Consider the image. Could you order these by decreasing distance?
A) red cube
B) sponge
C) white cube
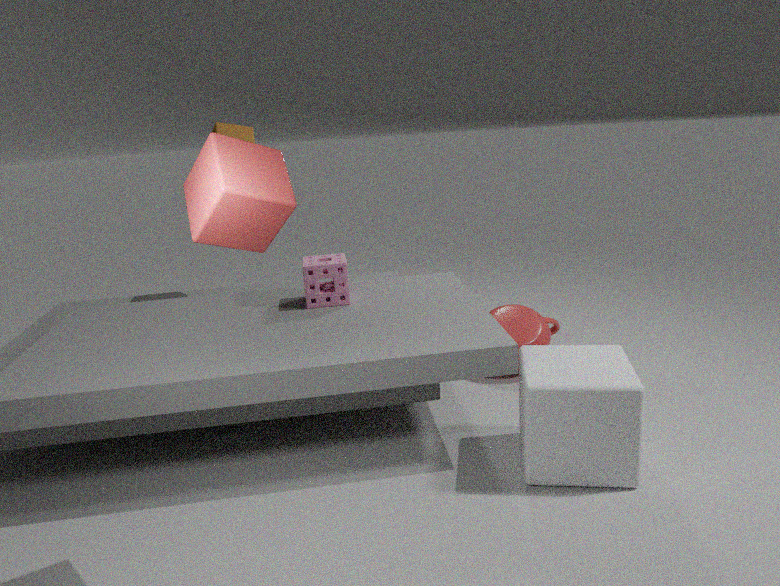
sponge < white cube < red cube
